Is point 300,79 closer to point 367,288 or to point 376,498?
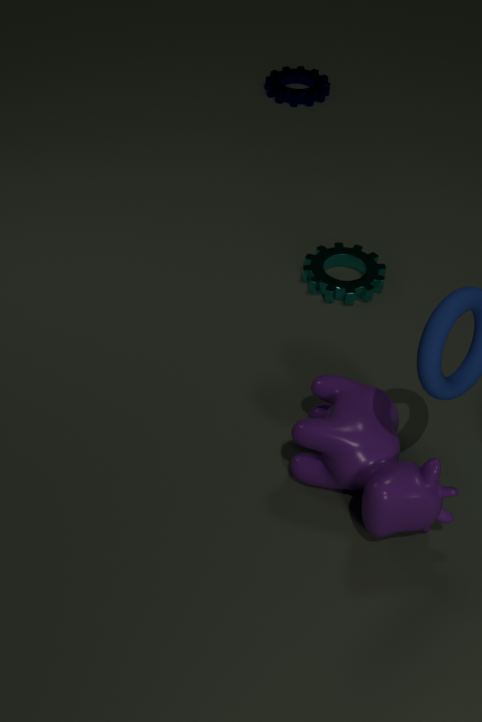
point 367,288
